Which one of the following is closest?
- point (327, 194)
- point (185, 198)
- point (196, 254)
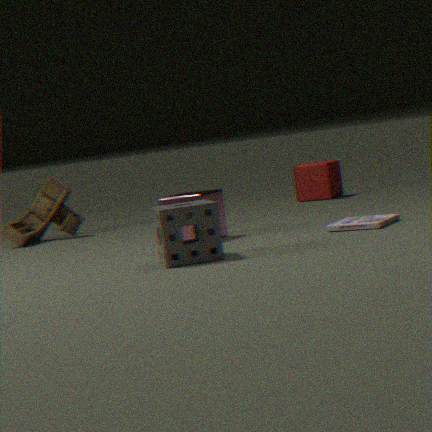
point (196, 254)
